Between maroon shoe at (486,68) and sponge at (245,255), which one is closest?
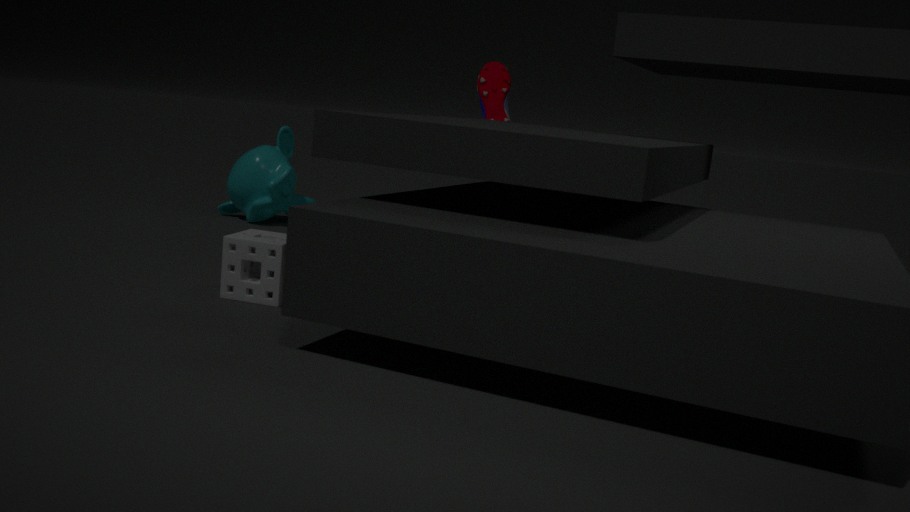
sponge at (245,255)
